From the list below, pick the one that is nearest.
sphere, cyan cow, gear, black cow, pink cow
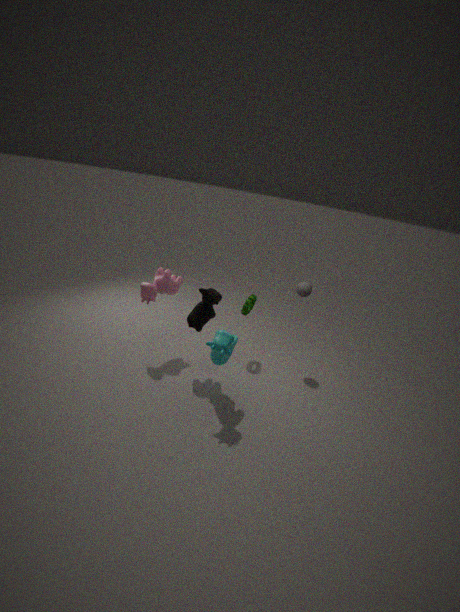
cyan cow
